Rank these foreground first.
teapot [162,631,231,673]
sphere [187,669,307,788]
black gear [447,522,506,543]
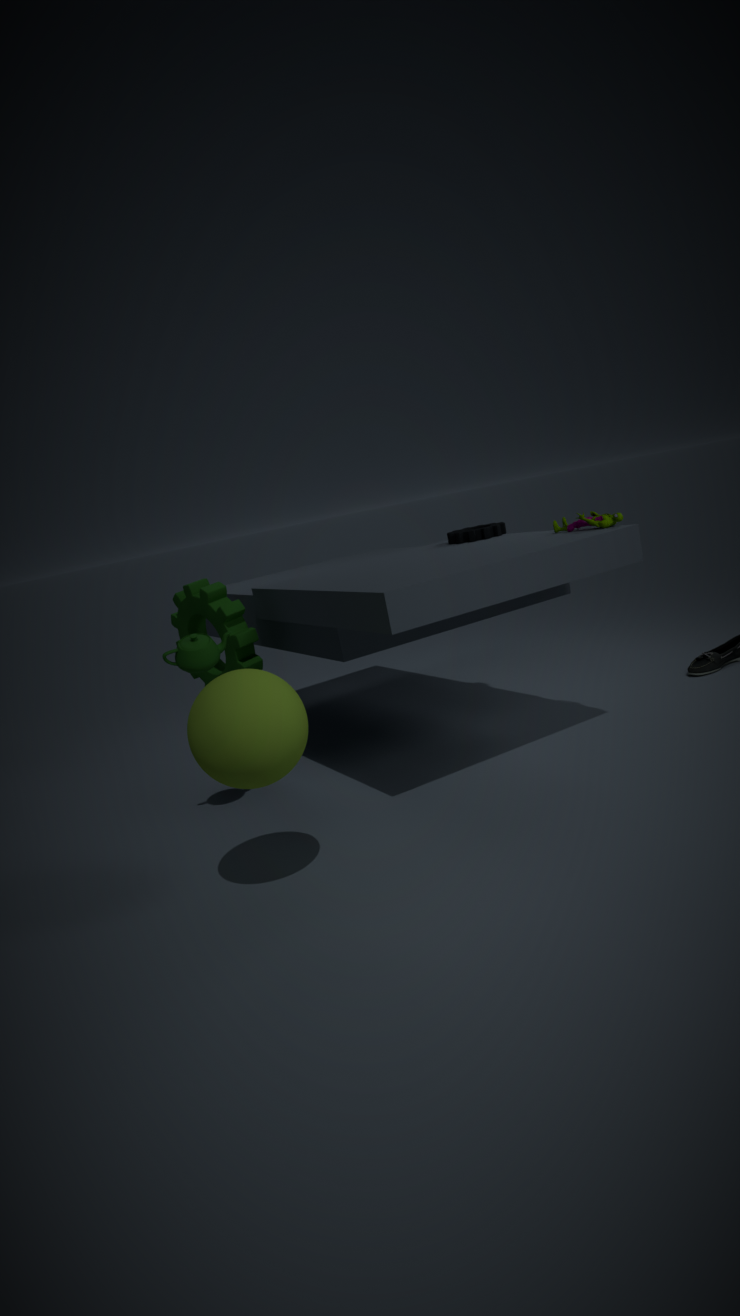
sphere [187,669,307,788] → teapot [162,631,231,673] → black gear [447,522,506,543]
